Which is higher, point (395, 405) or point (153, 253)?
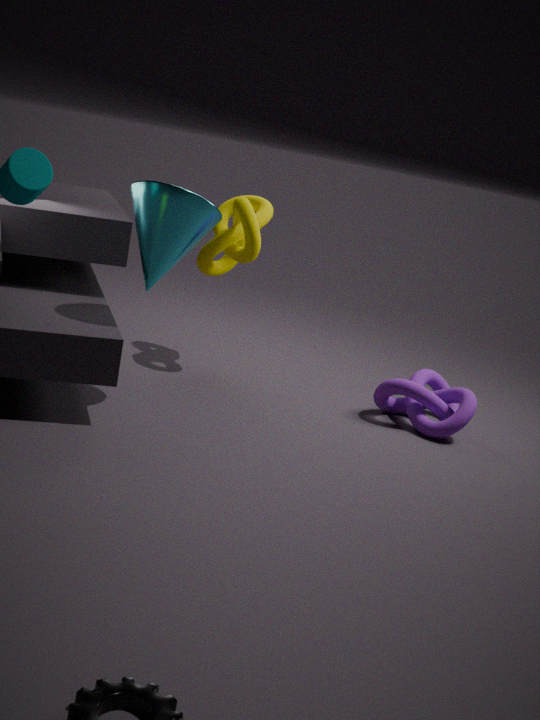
point (153, 253)
